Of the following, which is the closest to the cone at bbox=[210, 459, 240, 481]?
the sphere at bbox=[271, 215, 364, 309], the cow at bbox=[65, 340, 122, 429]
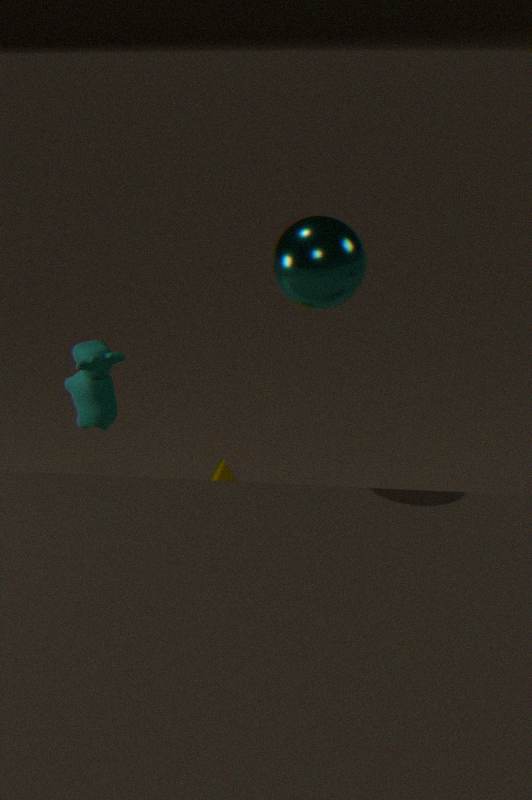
the cow at bbox=[65, 340, 122, 429]
